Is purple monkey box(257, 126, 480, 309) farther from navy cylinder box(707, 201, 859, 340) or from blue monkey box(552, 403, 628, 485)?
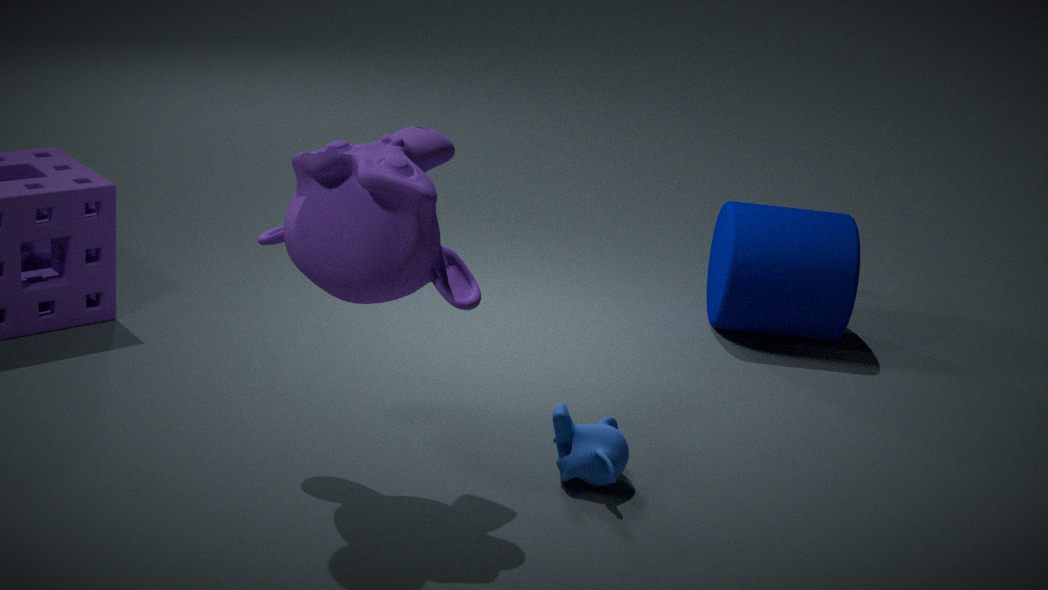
navy cylinder box(707, 201, 859, 340)
